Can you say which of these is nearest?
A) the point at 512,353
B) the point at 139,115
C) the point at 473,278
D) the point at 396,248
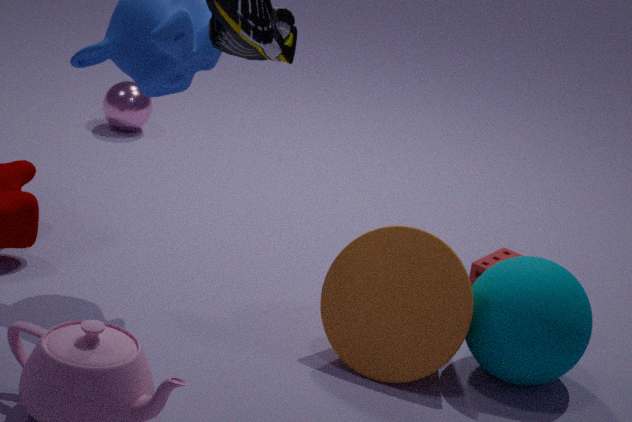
the point at 512,353
